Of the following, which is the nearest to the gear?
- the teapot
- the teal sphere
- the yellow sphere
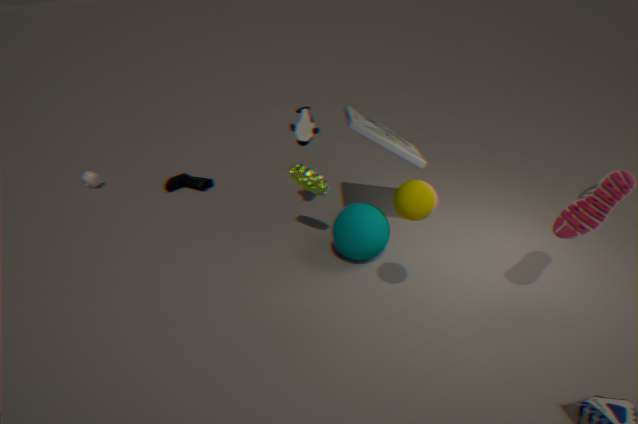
the teal sphere
